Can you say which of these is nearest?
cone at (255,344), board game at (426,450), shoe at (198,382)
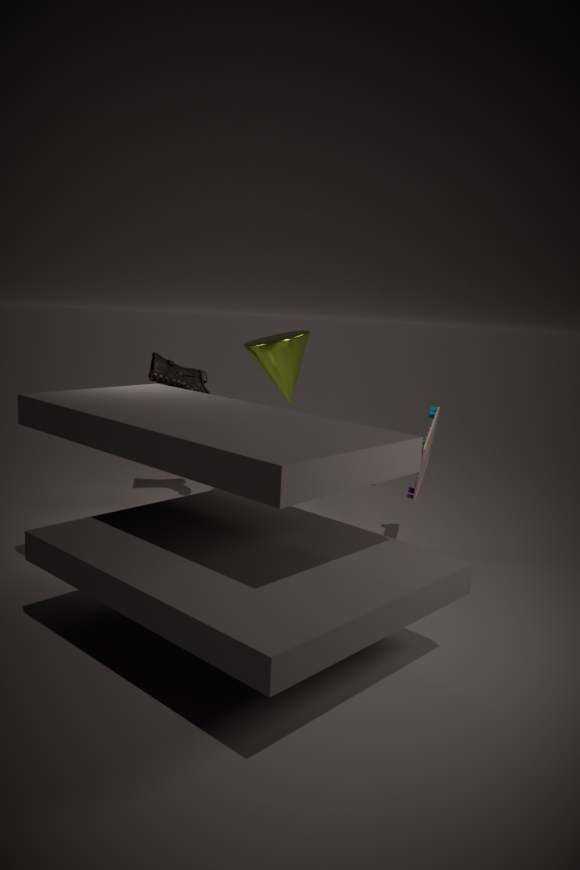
board game at (426,450)
